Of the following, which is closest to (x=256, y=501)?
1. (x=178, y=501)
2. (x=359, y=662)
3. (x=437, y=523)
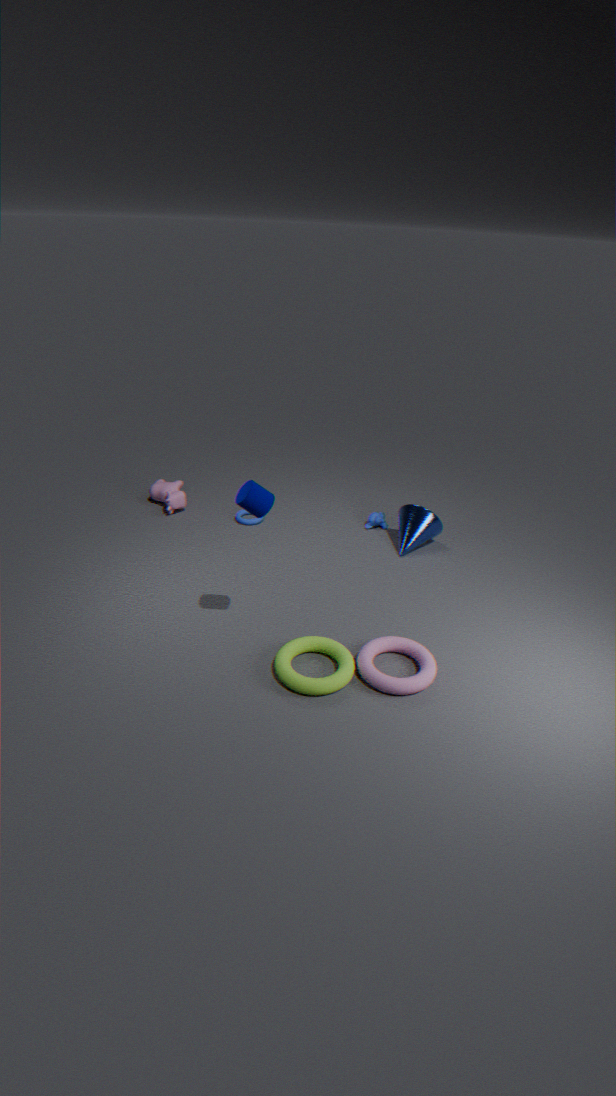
(x=359, y=662)
